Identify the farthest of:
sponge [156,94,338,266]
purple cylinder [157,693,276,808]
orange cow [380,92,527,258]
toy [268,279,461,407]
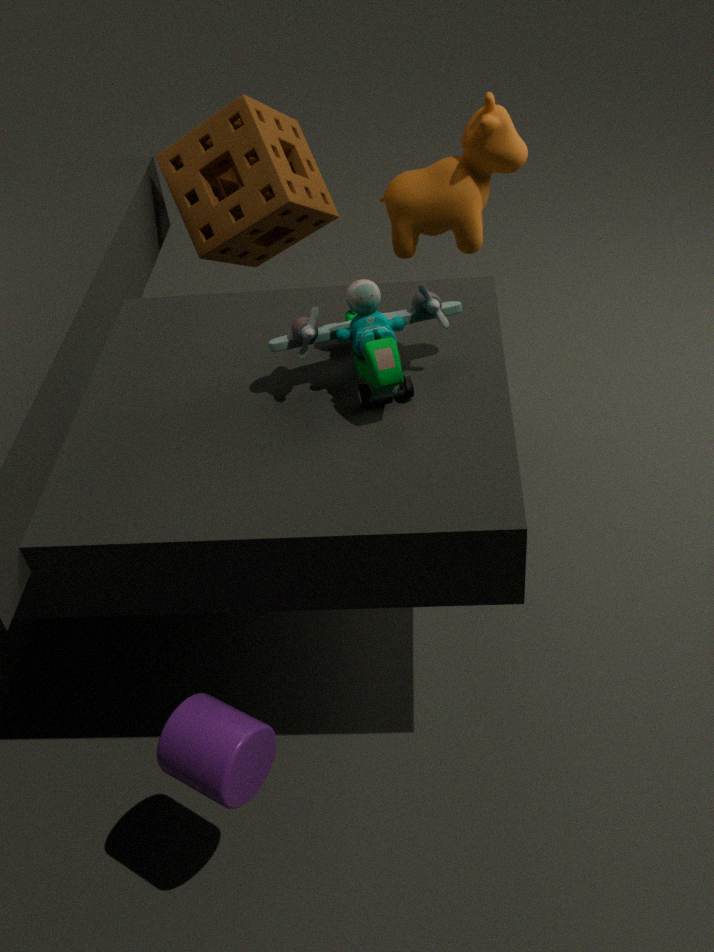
sponge [156,94,338,266]
